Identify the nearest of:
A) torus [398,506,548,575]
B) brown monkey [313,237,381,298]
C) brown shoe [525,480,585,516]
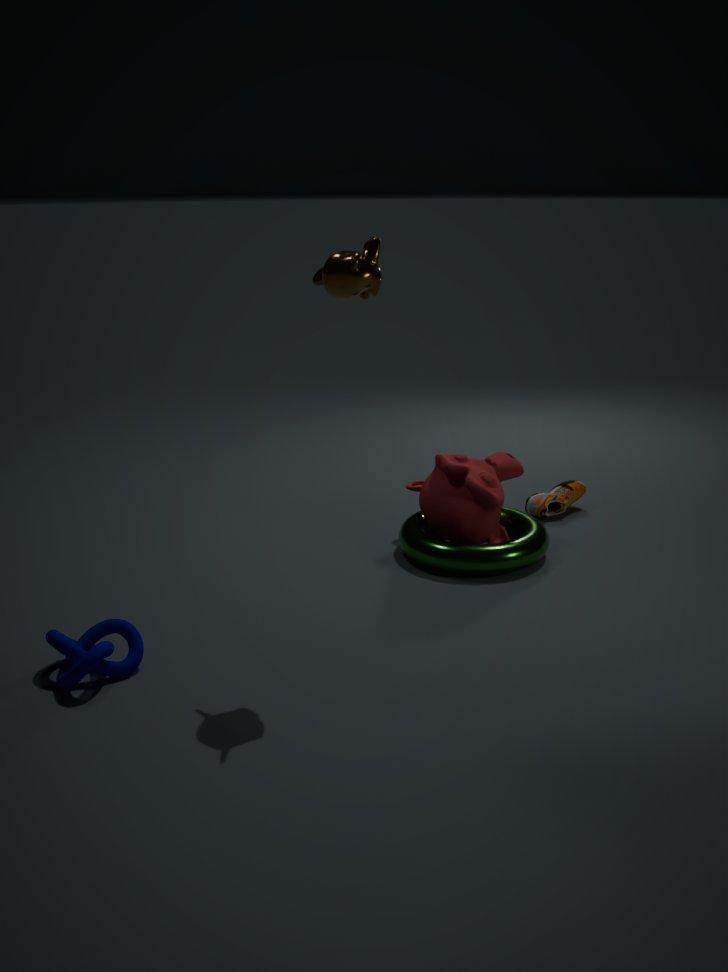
brown monkey [313,237,381,298]
